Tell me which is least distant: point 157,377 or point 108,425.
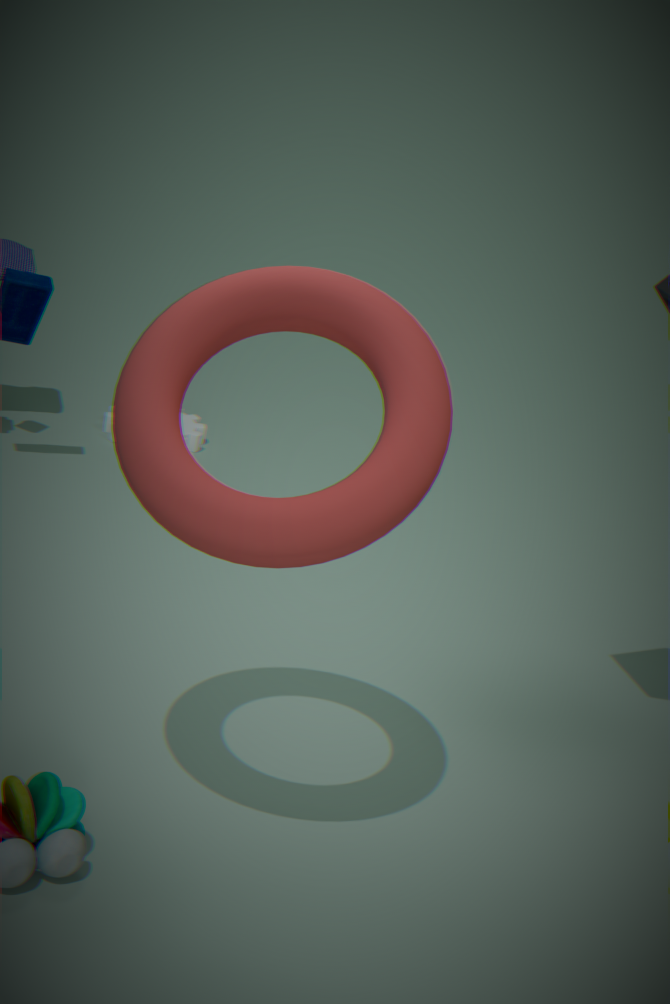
point 157,377
